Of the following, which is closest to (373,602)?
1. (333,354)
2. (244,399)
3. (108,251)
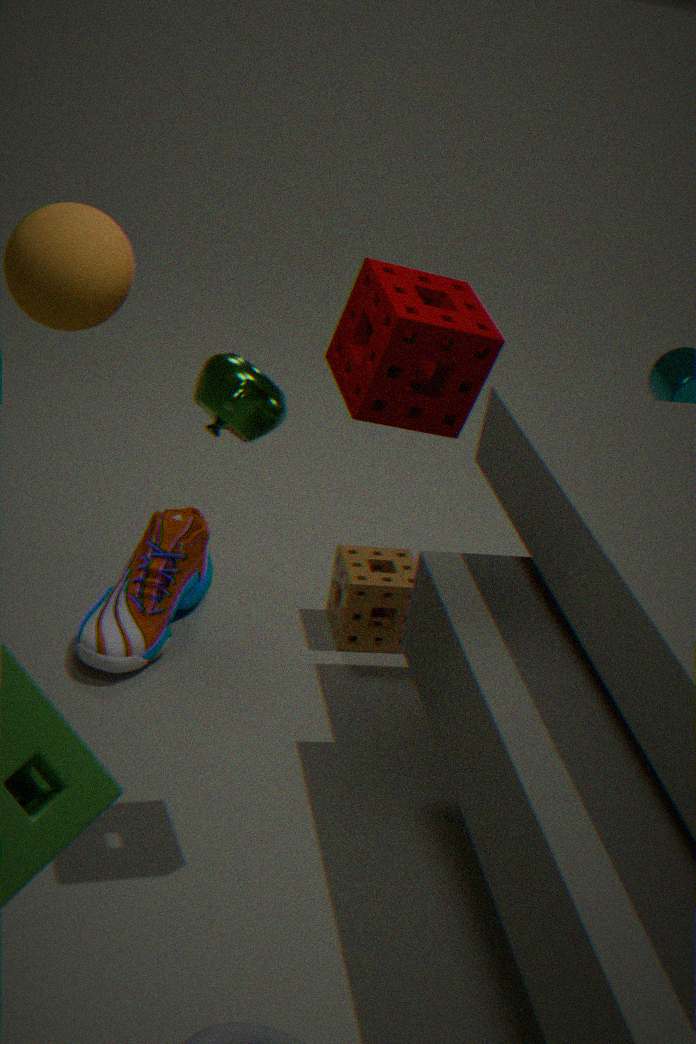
(244,399)
